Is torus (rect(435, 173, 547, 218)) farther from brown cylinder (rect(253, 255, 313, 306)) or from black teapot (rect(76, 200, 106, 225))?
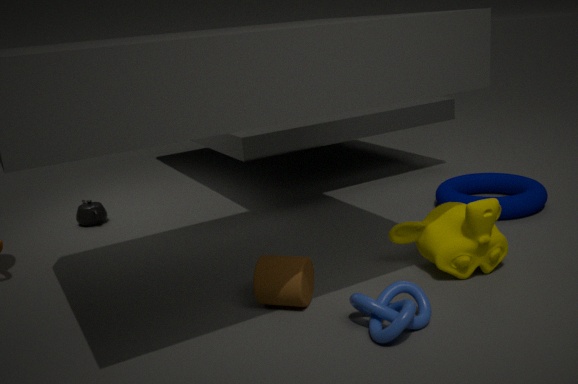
black teapot (rect(76, 200, 106, 225))
